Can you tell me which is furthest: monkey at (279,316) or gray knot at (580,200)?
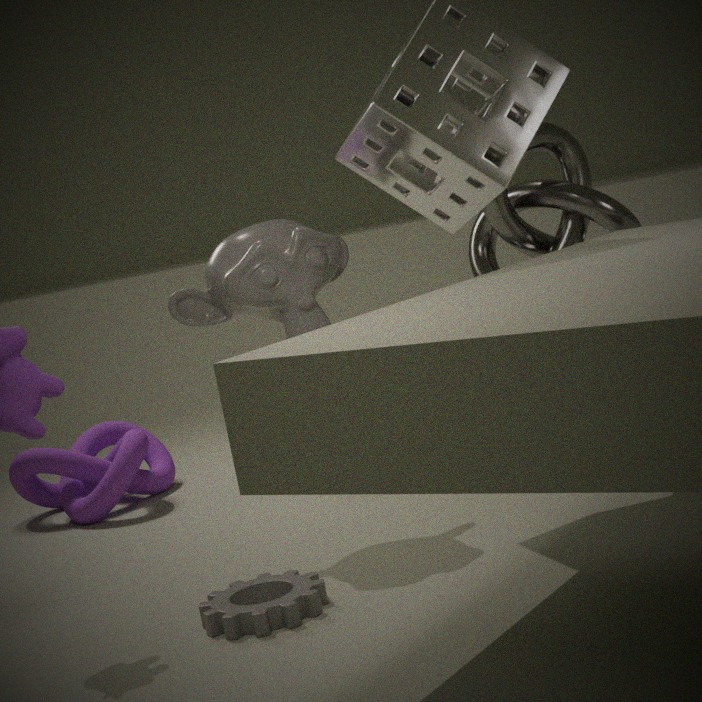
gray knot at (580,200)
